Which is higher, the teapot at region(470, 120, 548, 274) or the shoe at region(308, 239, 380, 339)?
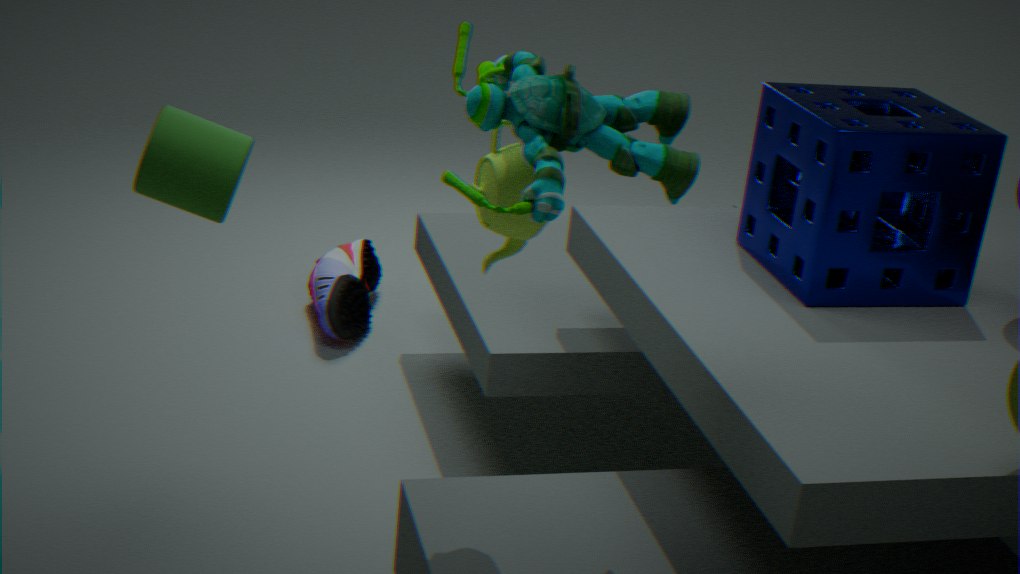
the teapot at region(470, 120, 548, 274)
